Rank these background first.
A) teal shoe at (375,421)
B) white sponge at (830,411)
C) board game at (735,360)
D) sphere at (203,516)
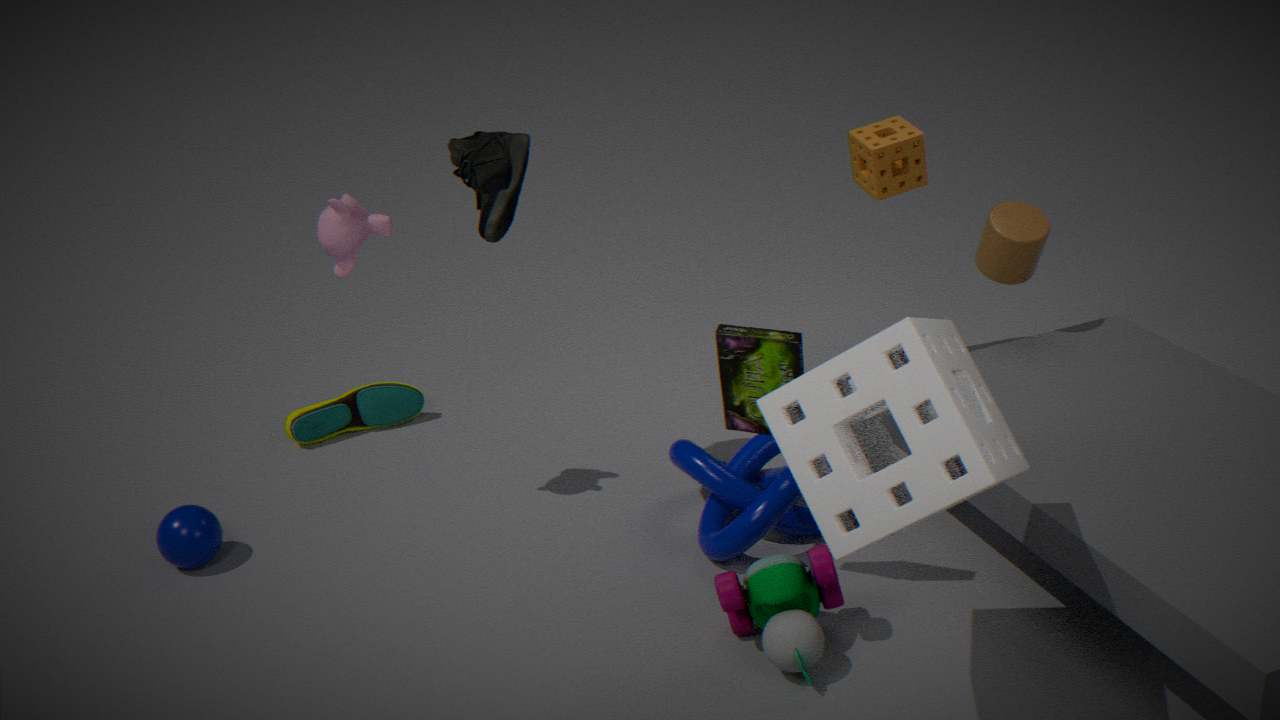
1. teal shoe at (375,421)
2. sphere at (203,516)
3. board game at (735,360)
4. white sponge at (830,411)
